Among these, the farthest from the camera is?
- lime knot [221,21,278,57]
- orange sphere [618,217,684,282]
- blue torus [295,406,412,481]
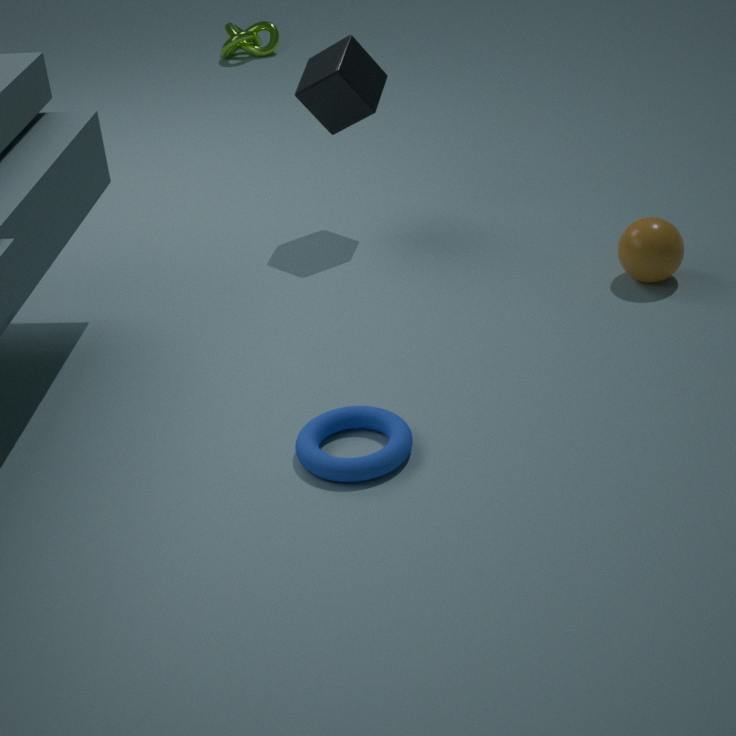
lime knot [221,21,278,57]
